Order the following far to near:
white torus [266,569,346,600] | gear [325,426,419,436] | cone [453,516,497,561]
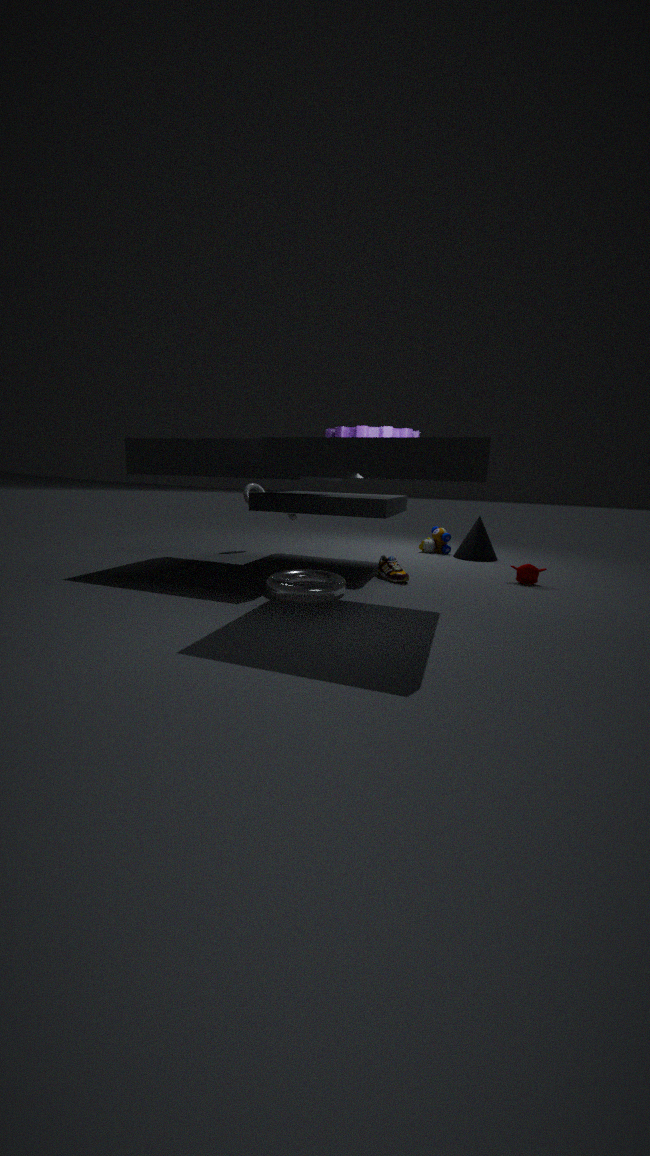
cone [453,516,497,561] → white torus [266,569,346,600] → gear [325,426,419,436]
